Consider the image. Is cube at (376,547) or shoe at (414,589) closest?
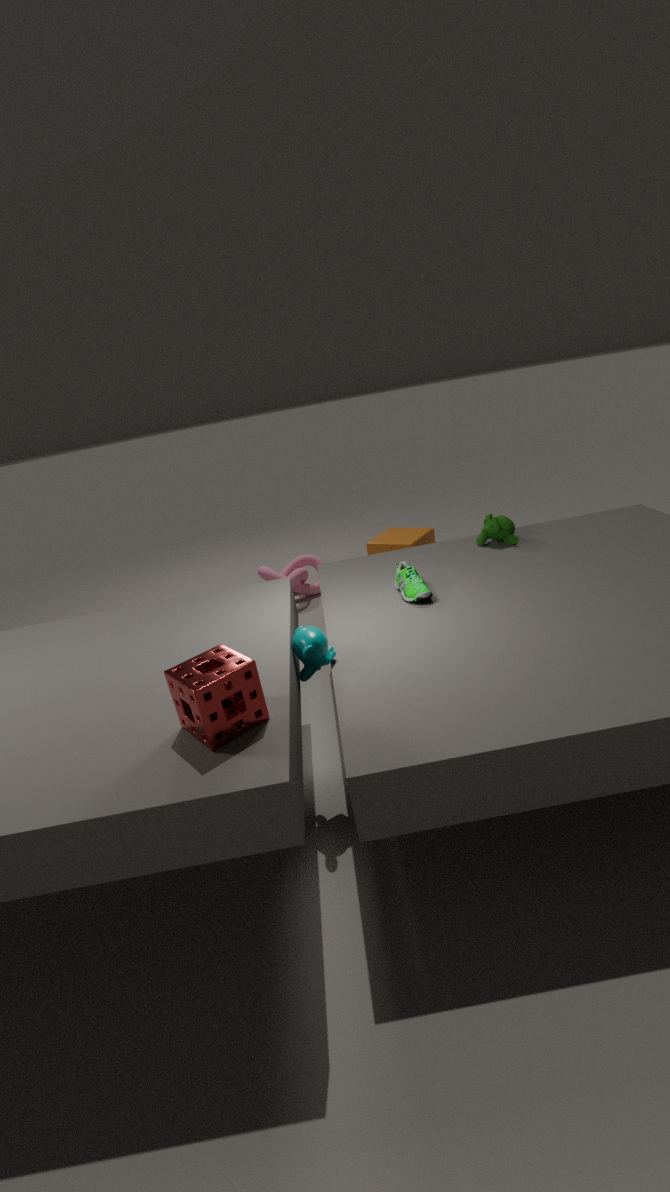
shoe at (414,589)
